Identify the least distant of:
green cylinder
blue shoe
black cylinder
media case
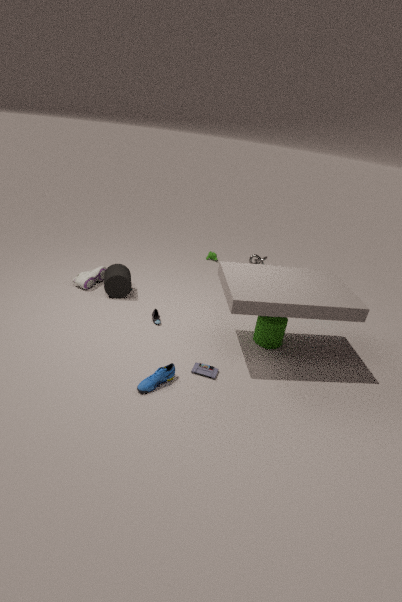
blue shoe
